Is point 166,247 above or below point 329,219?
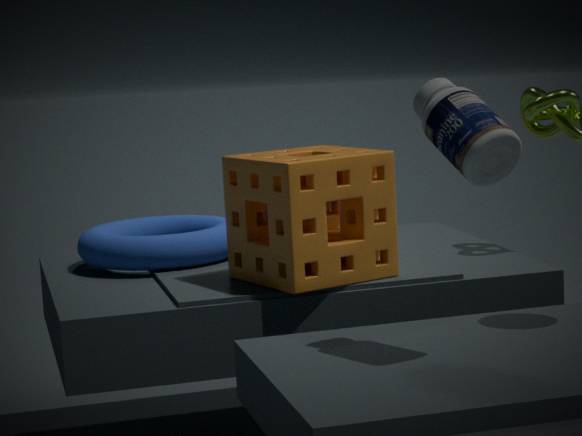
below
